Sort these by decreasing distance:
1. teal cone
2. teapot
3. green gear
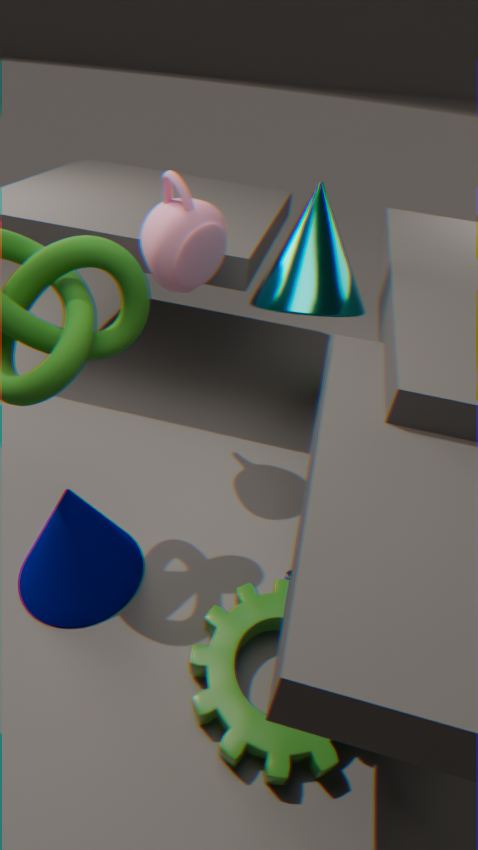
teal cone, teapot, green gear
